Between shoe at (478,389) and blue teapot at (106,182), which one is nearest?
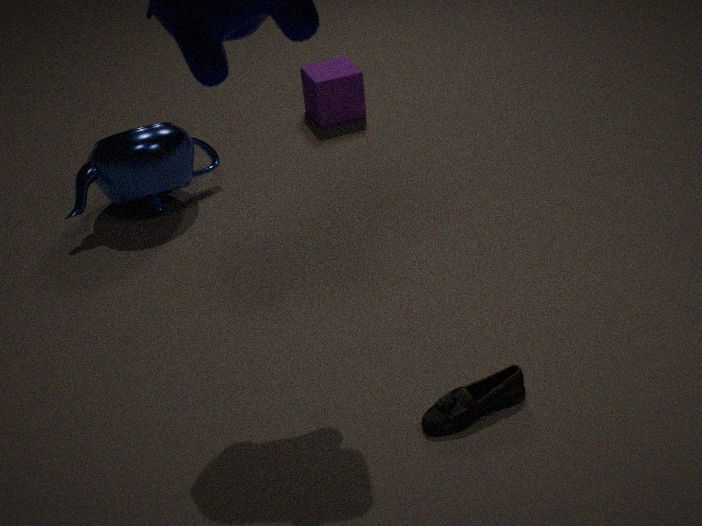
shoe at (478,389)
